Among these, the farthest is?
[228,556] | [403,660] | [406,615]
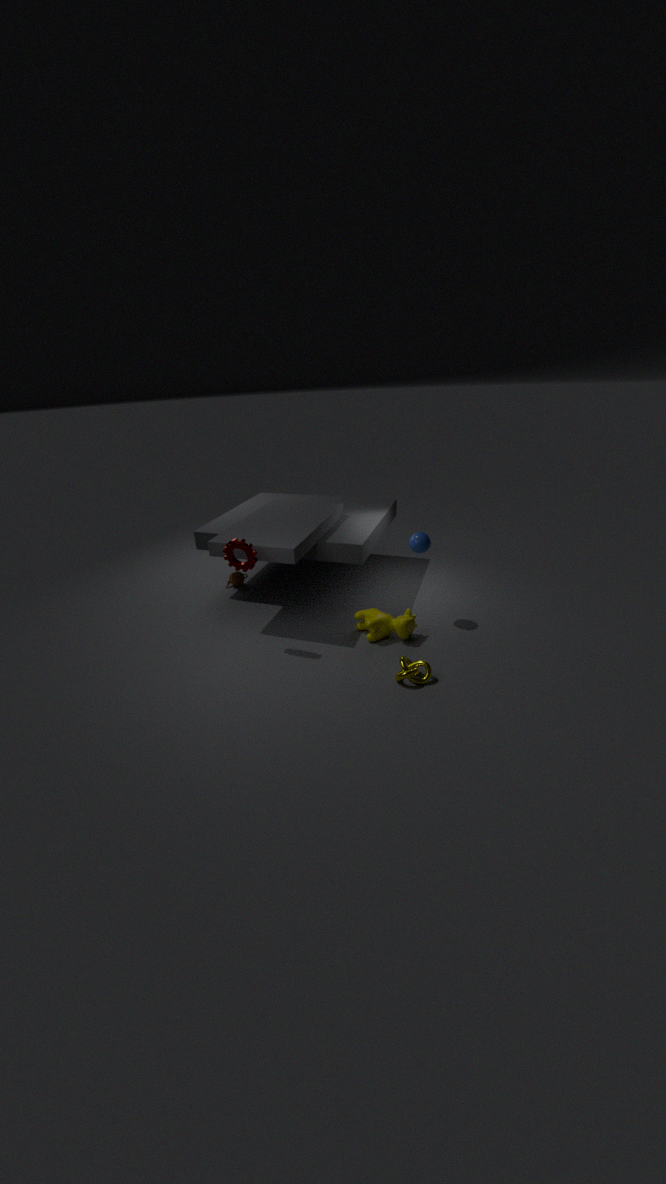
[406,615]
